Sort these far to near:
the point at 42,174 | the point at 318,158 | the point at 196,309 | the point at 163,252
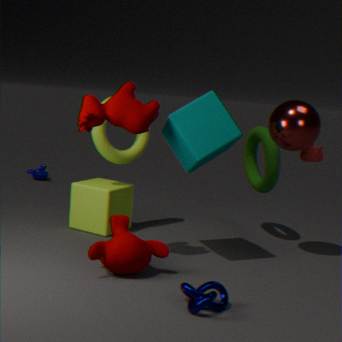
the point at 42,174 < the point at 318,158 < the point at 163,252 < the point at 196,309
